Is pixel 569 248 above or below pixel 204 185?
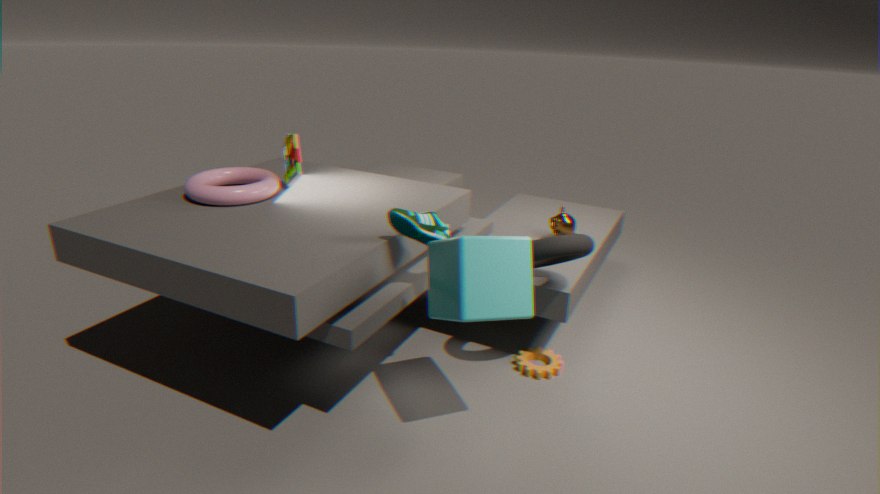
below
